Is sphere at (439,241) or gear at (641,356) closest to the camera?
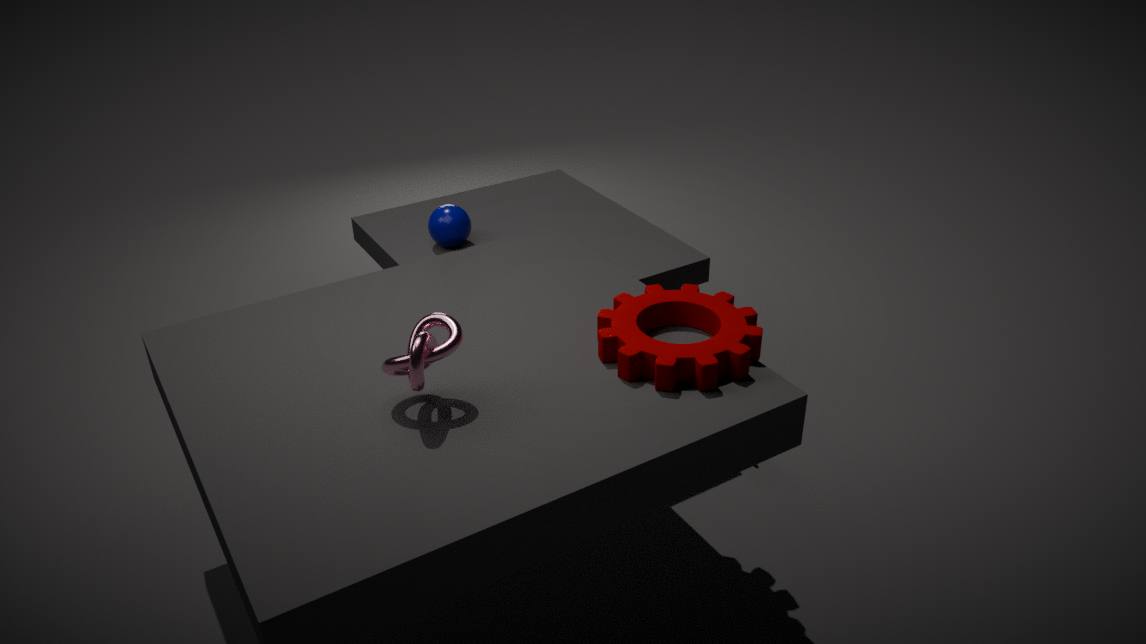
gear at (641,356)
